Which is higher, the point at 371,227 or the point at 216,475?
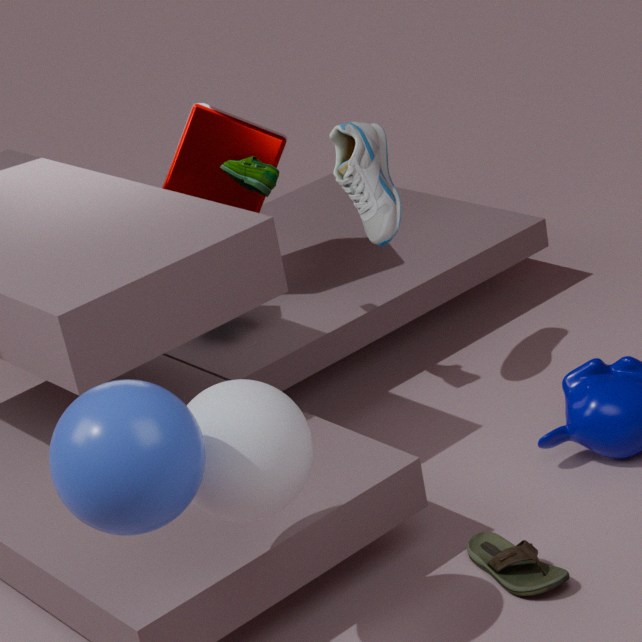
the point at 371,227
